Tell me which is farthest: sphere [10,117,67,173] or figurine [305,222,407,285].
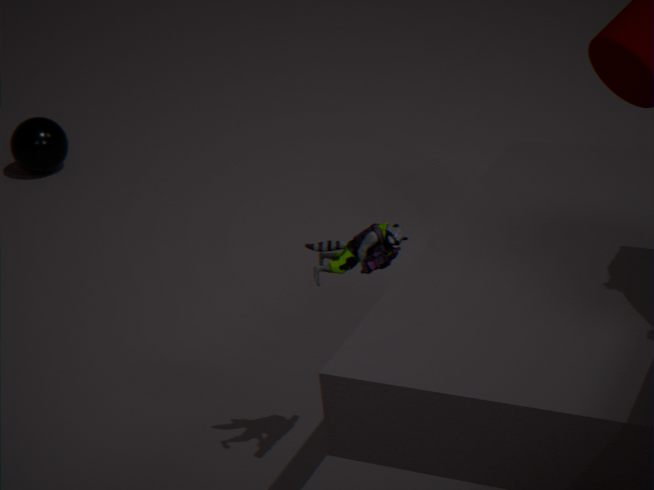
sphere [10,117,67,173]
